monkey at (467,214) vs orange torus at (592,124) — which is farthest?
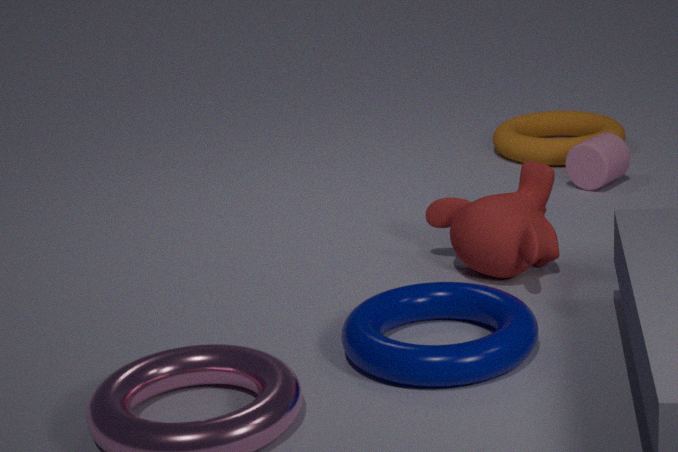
orange torus at (592,124)
